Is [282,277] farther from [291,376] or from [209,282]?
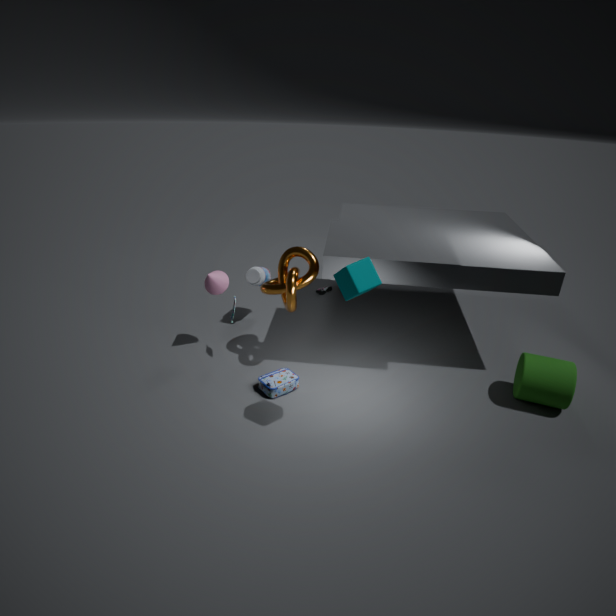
[291,376]
